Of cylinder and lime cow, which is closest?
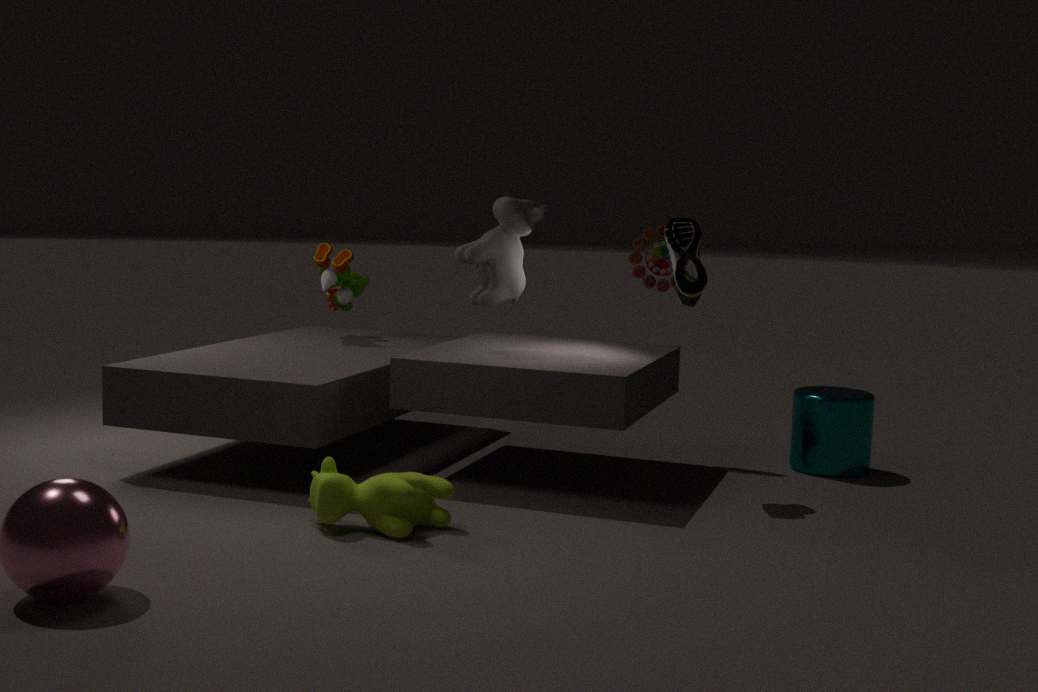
lime cow
